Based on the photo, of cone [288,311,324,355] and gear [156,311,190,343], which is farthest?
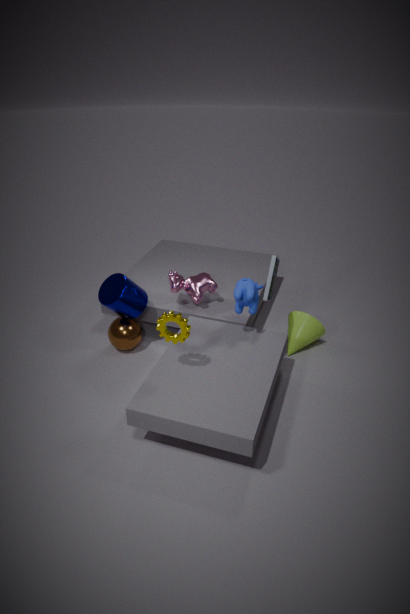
cone [288,311,324,355]
